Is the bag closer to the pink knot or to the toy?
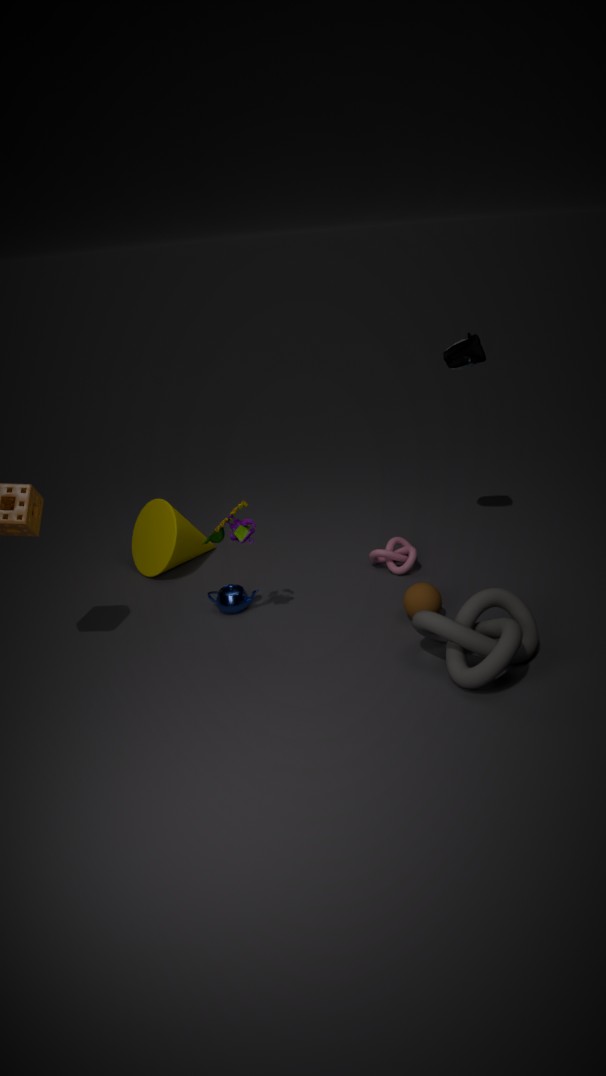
the pink knot
